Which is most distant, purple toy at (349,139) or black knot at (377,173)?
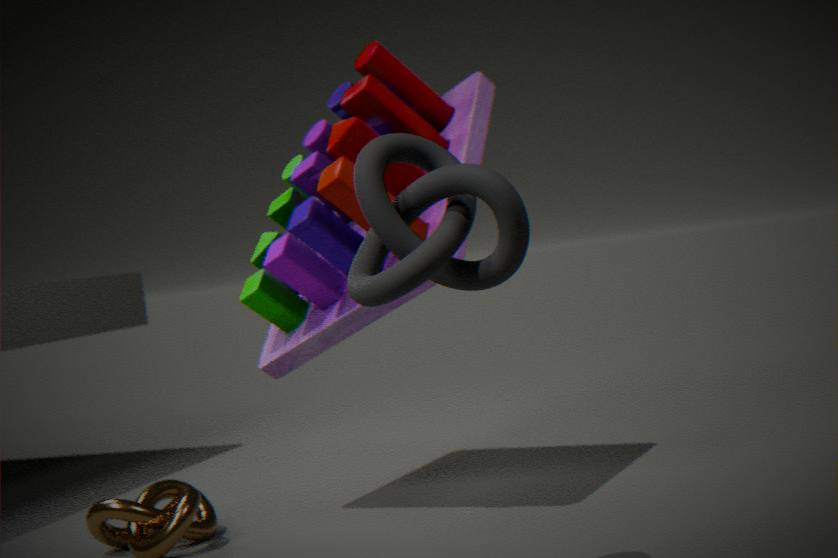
purple toy at (349,139)
